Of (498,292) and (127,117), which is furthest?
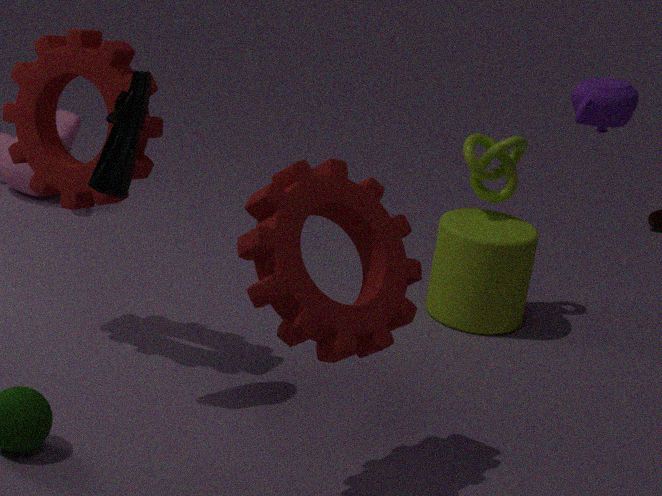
(498,292)
